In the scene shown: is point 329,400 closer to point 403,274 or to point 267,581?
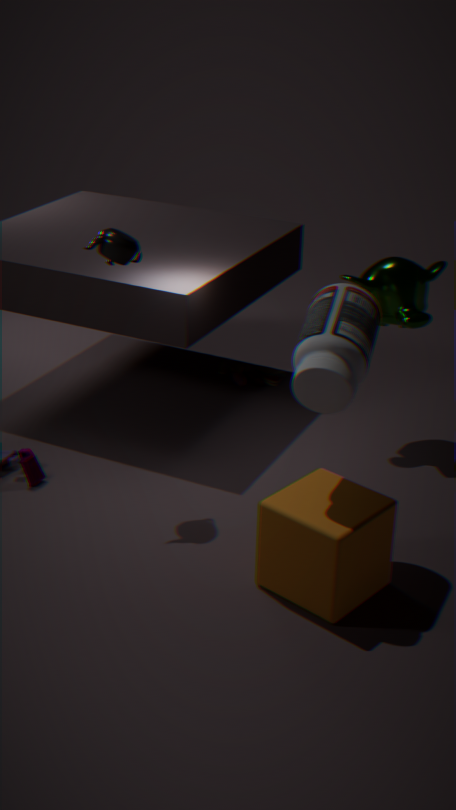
point 267,581
